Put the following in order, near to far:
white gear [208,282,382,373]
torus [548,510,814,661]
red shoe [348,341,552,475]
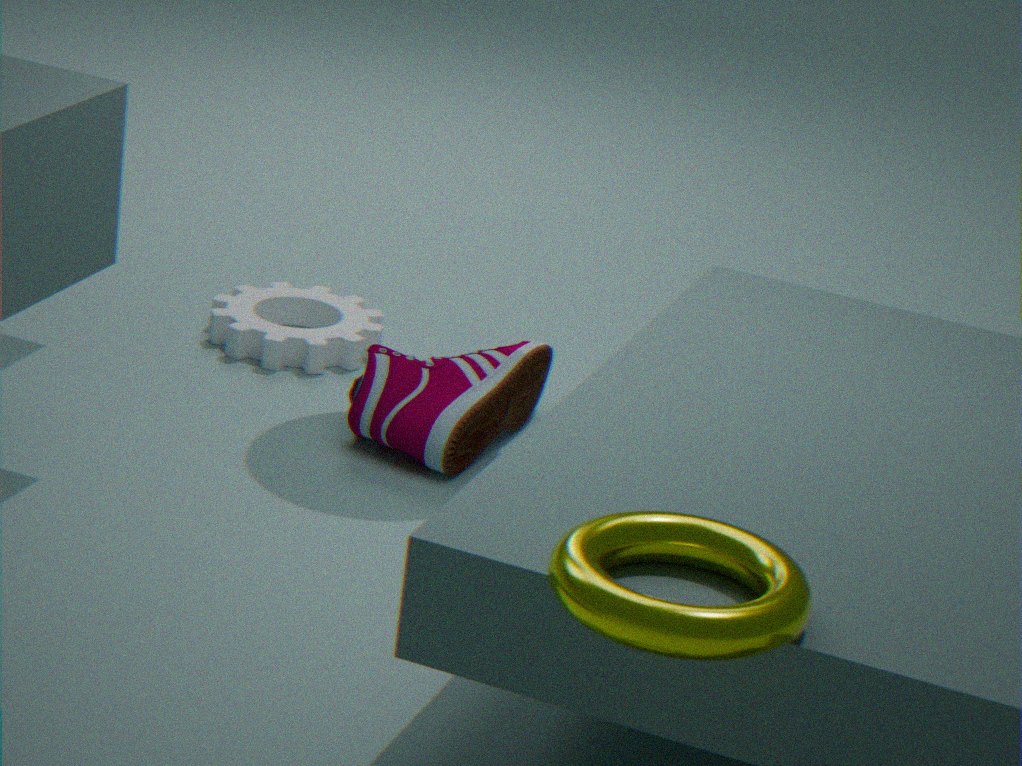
torus [548,510,814,661], red shoe [348,341,552,475], white gear [208,282,382,373]
